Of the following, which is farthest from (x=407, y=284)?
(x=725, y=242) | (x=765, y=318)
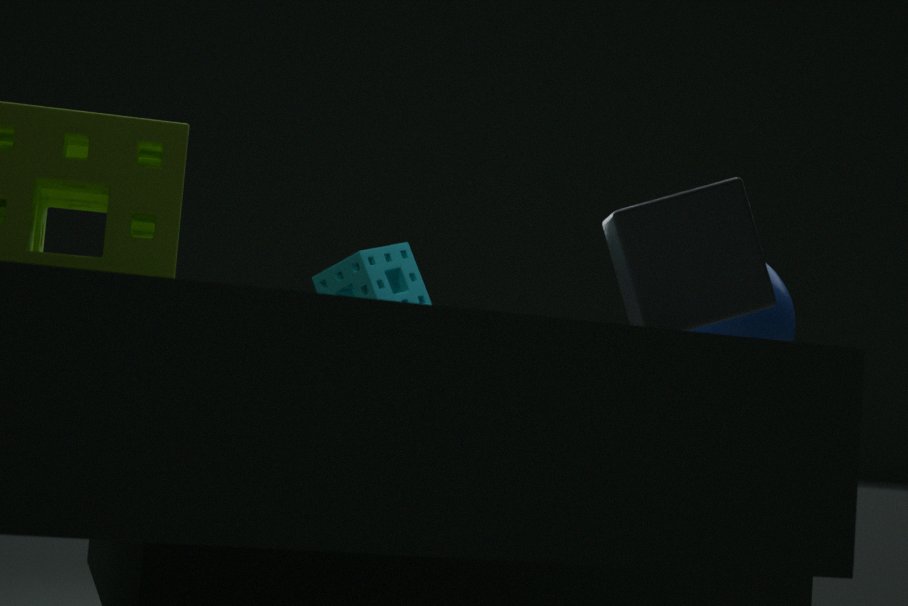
(x=725, y=242)
